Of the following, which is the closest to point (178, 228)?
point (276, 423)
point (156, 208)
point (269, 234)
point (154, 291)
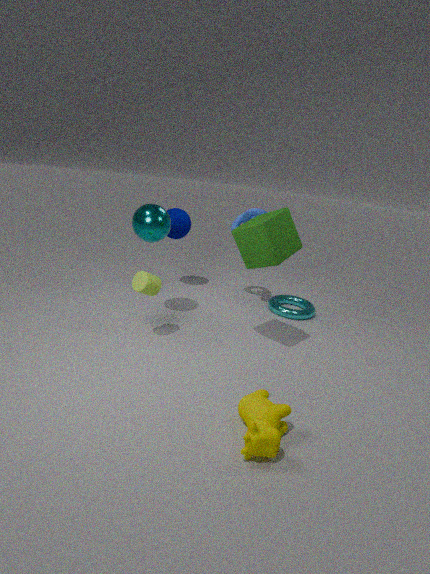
point (156, 208)
